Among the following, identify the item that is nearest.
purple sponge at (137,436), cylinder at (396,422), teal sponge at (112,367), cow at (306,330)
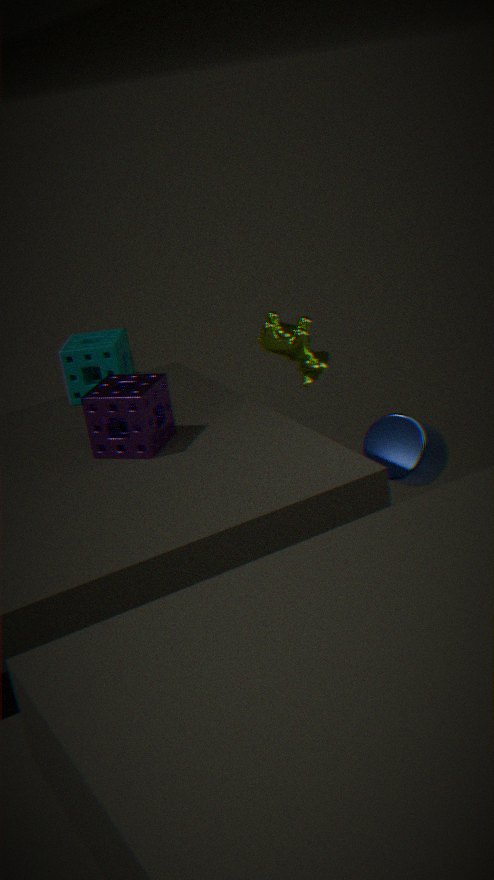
cylinder at (396,422)
